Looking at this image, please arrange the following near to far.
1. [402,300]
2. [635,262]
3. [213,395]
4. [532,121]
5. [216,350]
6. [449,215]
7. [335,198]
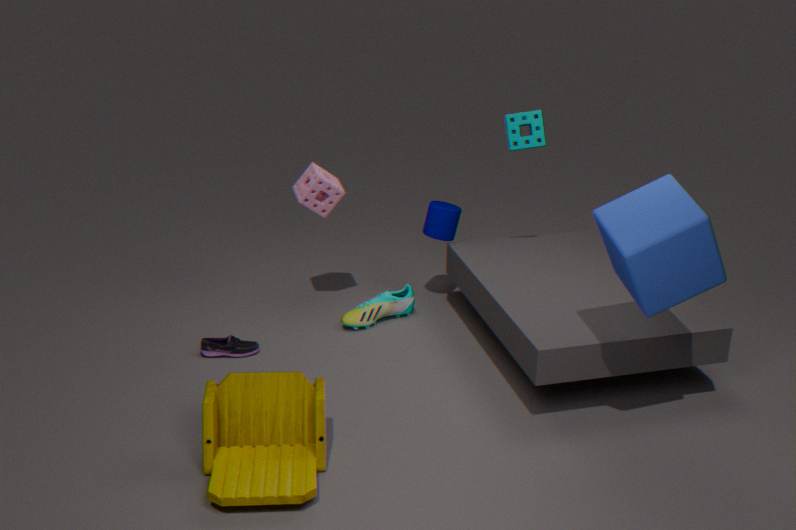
[635,262] → [213,395] → [532,121] → [216,350] → [335,198] → [449,215] → [402,300]
